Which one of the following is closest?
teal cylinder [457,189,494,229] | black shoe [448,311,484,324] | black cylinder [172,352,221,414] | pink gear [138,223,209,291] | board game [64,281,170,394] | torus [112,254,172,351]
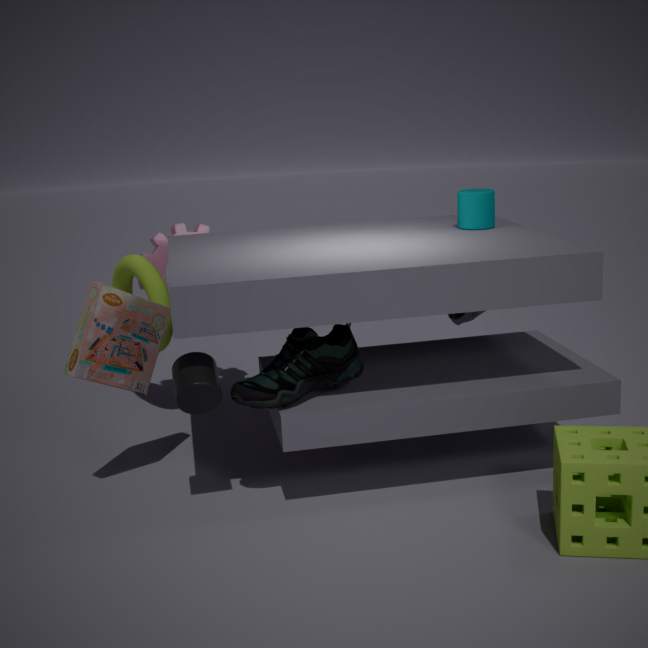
black cylinder [172,352,221,414]
